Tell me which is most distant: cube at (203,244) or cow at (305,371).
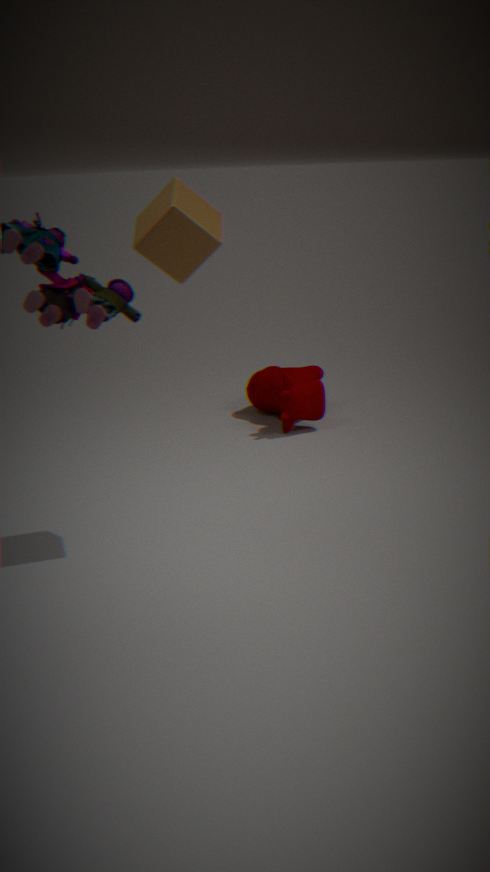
cow at (305,371)
